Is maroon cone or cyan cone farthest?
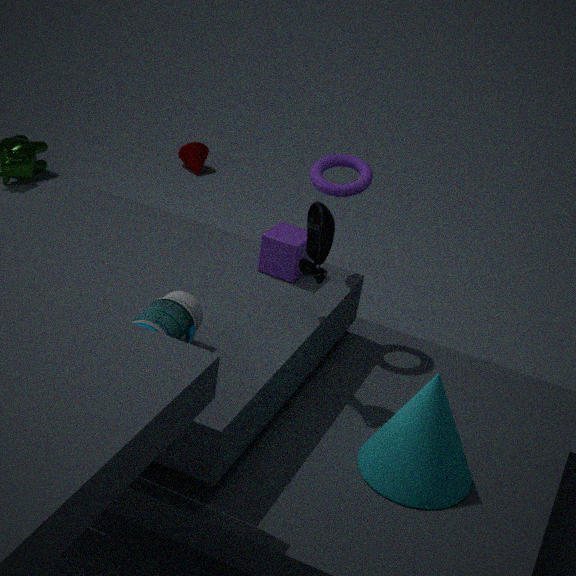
maroon cone
